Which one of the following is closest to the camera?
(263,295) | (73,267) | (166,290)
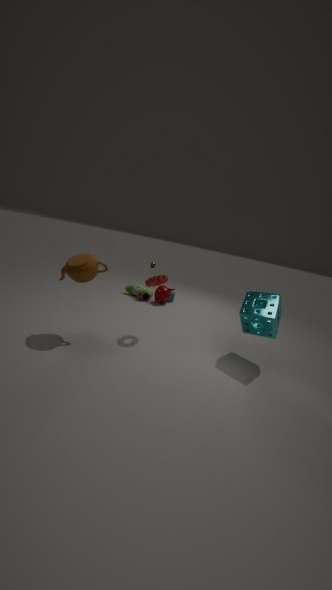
(73,267)
